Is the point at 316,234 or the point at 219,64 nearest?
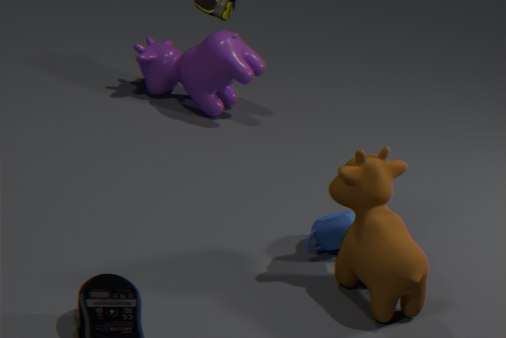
the point at 316,234
